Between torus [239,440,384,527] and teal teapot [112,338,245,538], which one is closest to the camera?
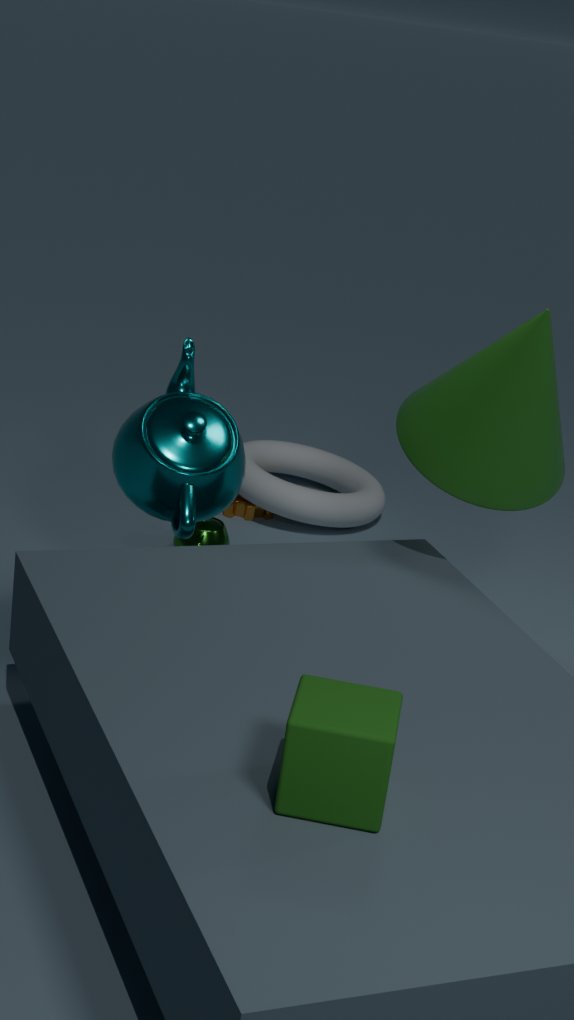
teal teapot [112,338,245,538]
